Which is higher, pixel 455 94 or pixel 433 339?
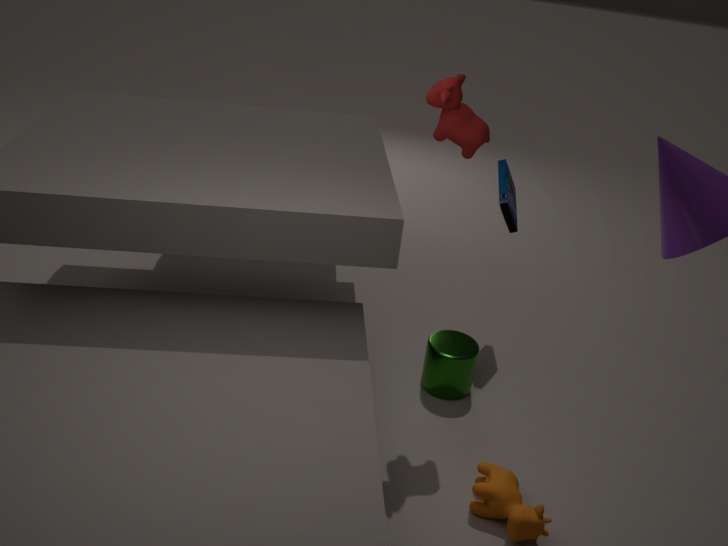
pixel 455 94
